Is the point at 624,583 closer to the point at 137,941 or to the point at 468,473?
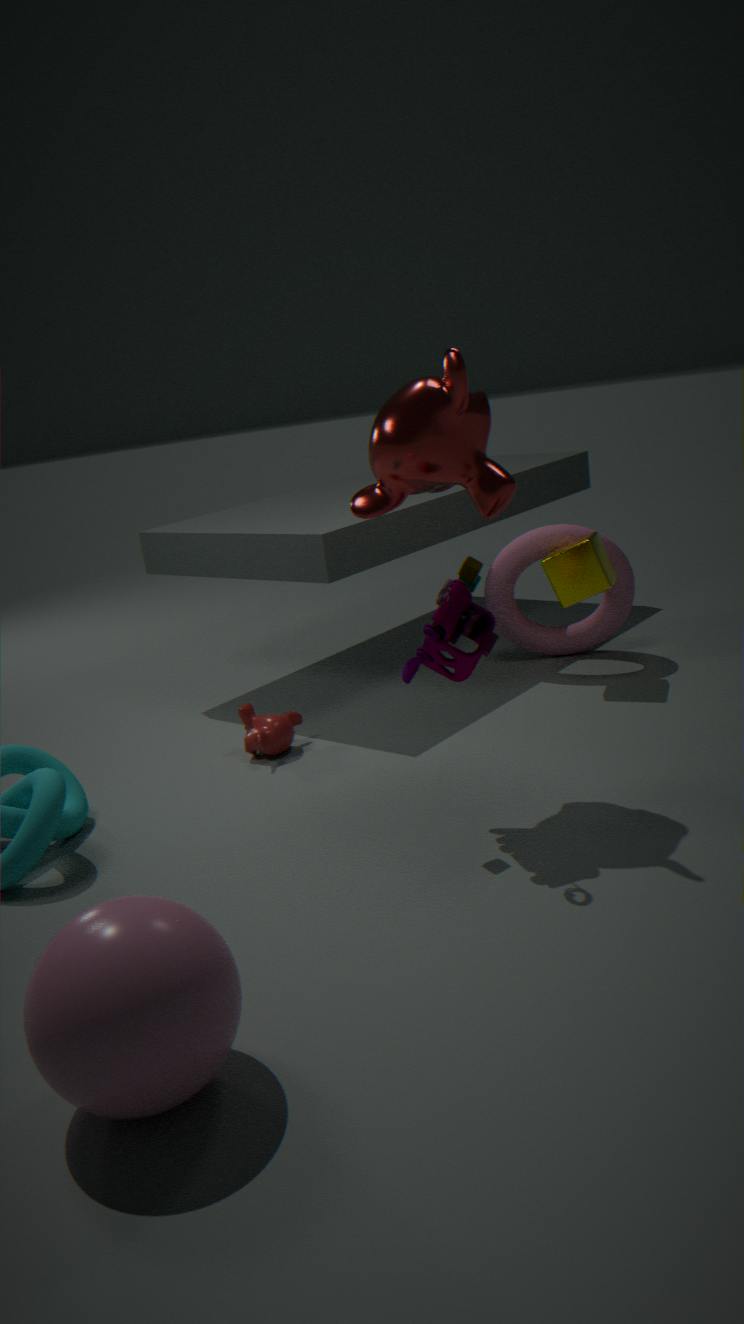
the point at 468,473
